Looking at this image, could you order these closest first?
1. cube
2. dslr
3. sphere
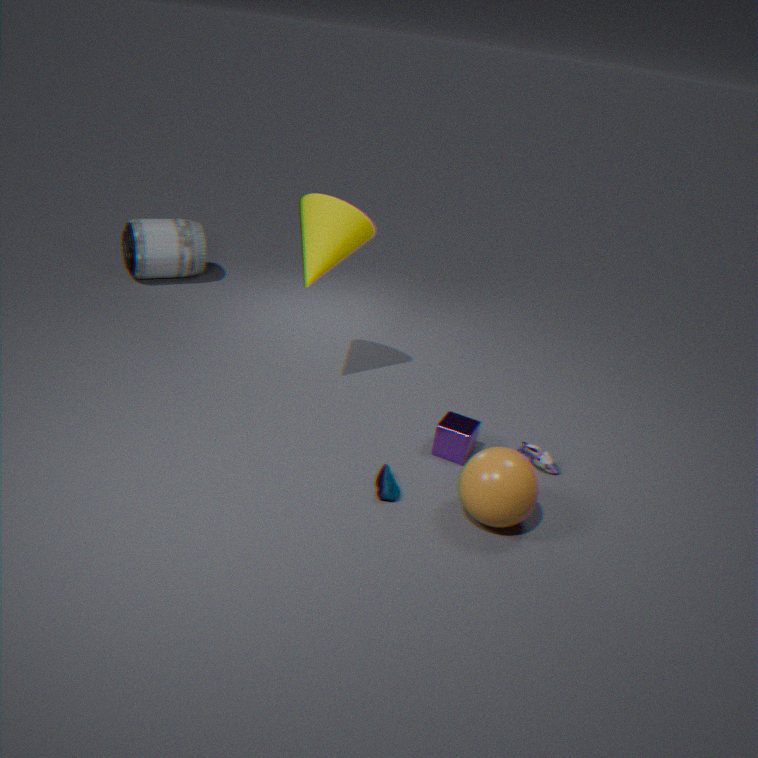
sphere < cube < dslr
